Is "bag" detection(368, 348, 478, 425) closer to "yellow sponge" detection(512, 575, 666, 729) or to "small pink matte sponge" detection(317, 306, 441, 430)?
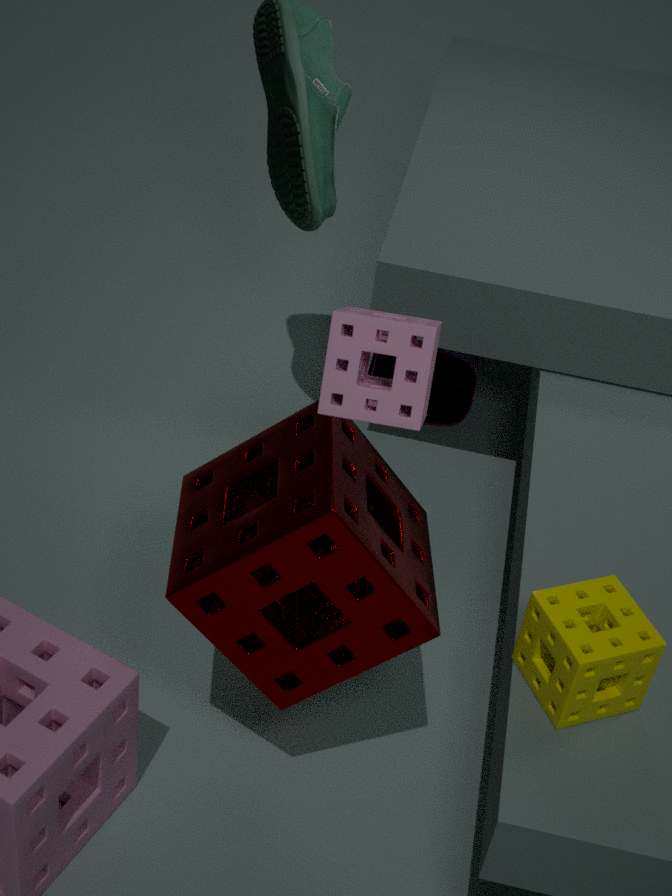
"small pink matte sponge" detection(317, 306, 441, 430)
